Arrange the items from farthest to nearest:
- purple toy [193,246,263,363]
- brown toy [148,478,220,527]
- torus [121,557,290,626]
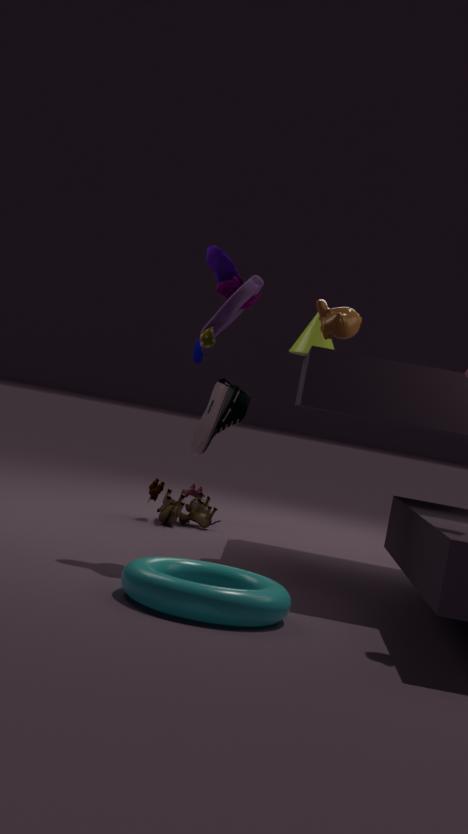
1. brown toy [148,478,220,527]
2. purple toy [193,246,263,363]
3. torus [121,557,290,626]
